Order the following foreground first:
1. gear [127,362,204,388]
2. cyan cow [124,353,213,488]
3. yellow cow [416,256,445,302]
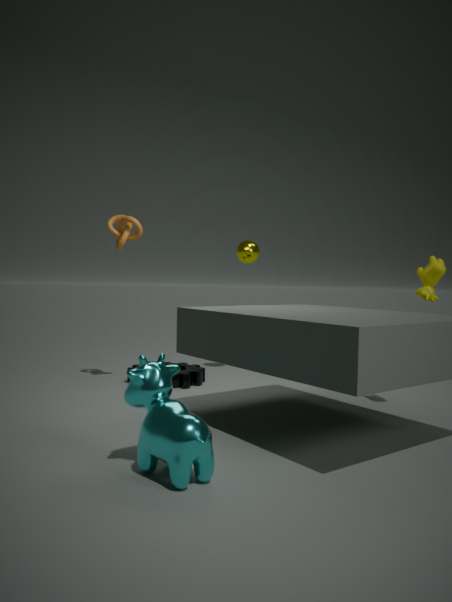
1. cyan cow [124,353,213,488]
2. yellow cow [416,256,445,302]
3. gear [127,362,204,388]
